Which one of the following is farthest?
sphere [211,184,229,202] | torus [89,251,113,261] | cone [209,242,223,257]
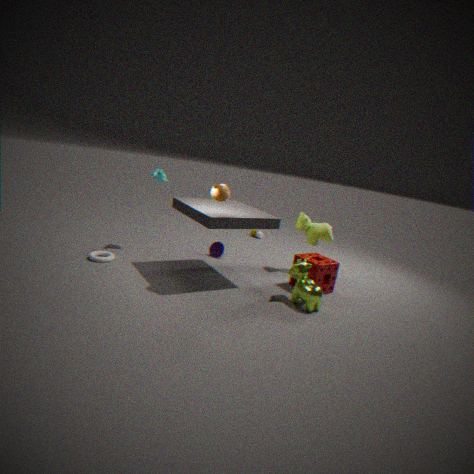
cone [209,242,223,257]
